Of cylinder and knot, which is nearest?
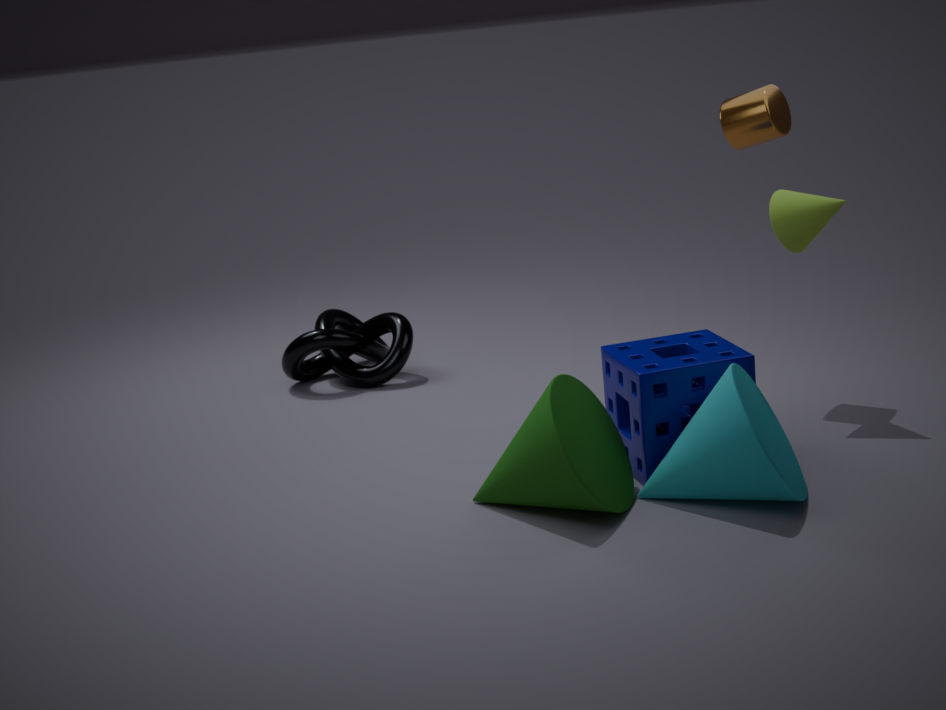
cylinder
